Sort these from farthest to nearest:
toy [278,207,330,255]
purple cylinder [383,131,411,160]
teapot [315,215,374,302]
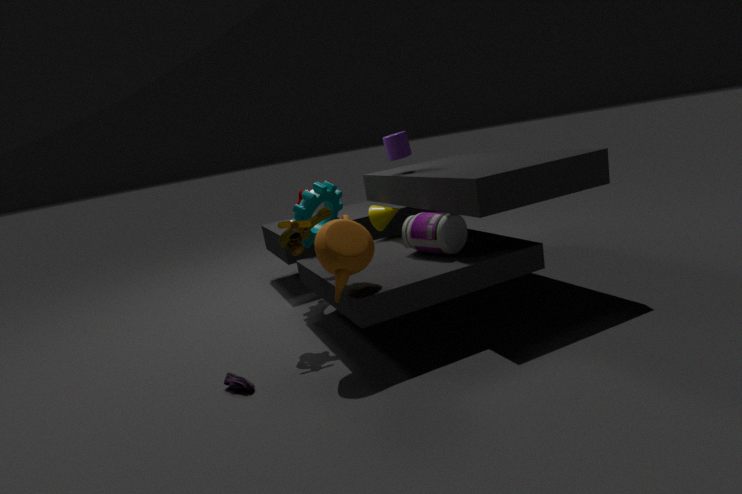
purple cylinder [383,131,411,160], toy [278,207,330,255], teapot [315,215,374,302]
